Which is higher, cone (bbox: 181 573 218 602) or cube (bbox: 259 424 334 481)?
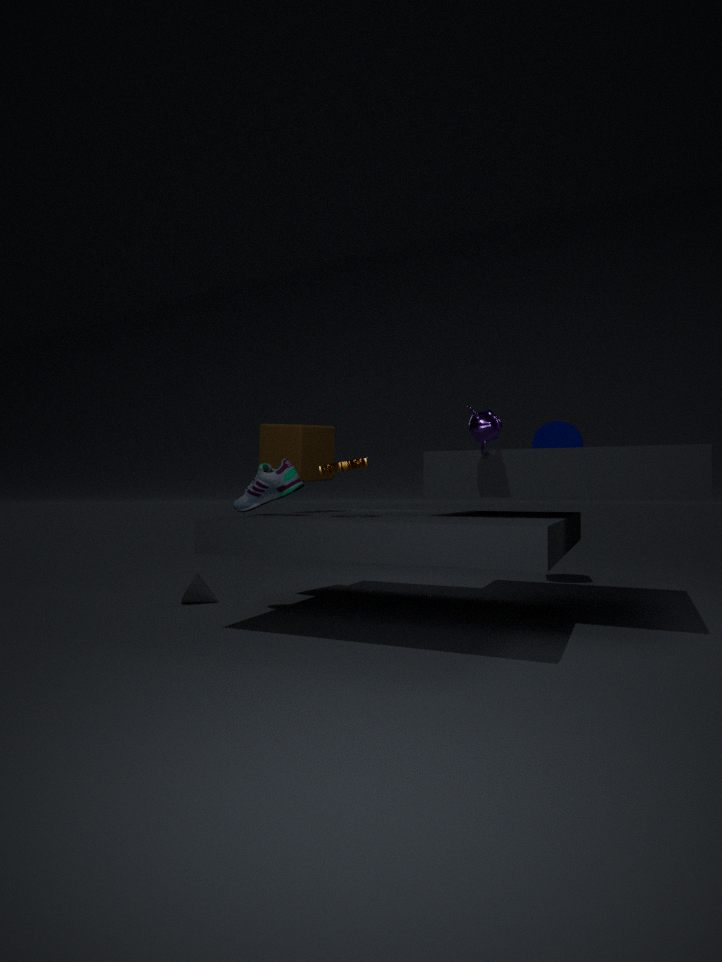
cube (bbox: 259 424 334 481)
